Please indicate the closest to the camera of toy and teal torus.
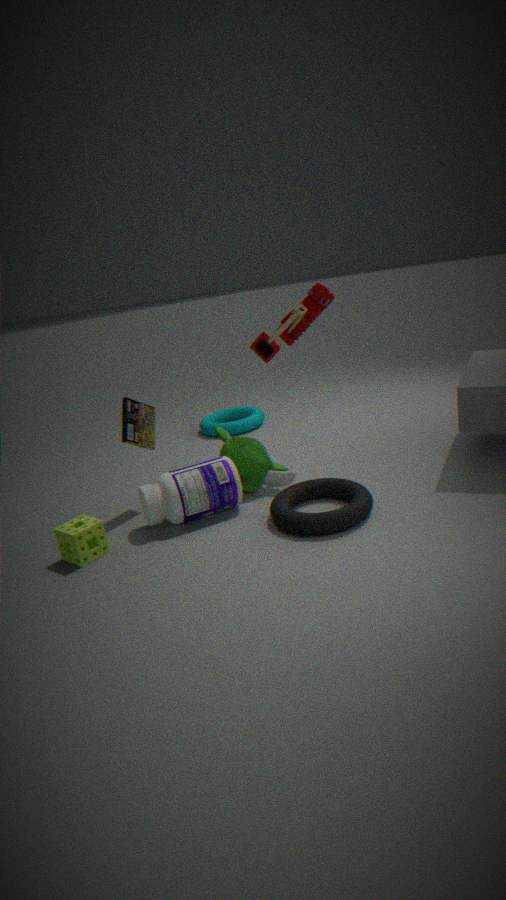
toy
